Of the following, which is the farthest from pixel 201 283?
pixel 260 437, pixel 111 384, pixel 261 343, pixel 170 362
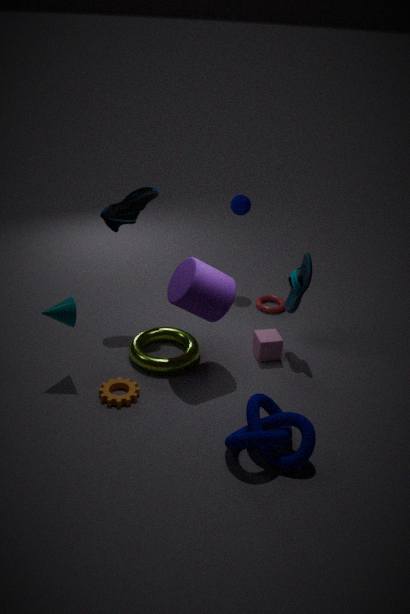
pixel 260 437
